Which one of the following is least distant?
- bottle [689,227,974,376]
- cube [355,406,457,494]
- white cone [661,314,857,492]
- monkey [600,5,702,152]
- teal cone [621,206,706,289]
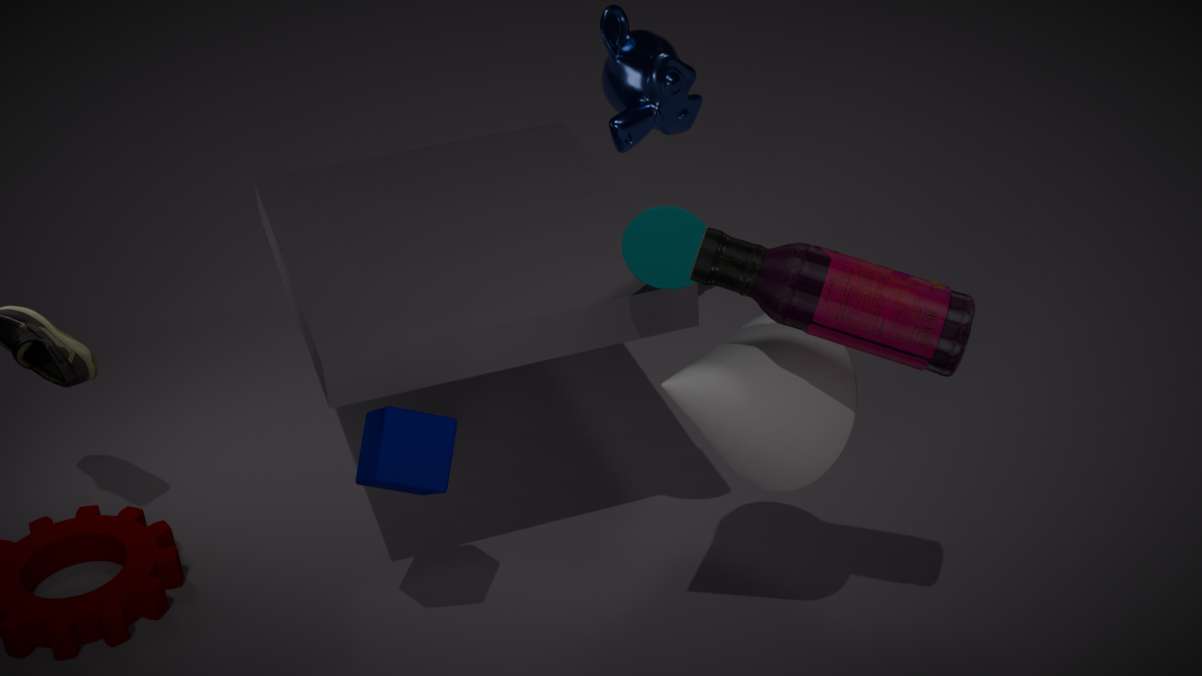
bottle [689,227,974,376]
